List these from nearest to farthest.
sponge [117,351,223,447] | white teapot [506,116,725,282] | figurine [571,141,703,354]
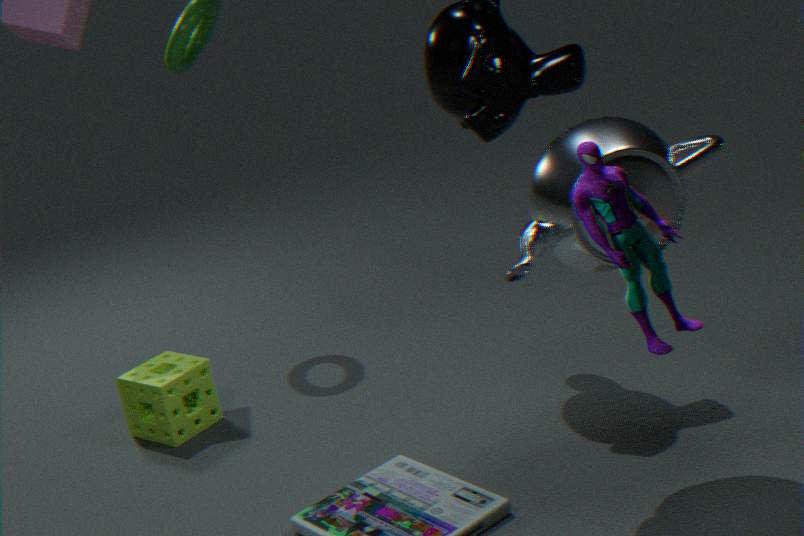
figurine [571,141,703,354] < white teapot [506,116,725,282] < sponge [117,351,223,447]
